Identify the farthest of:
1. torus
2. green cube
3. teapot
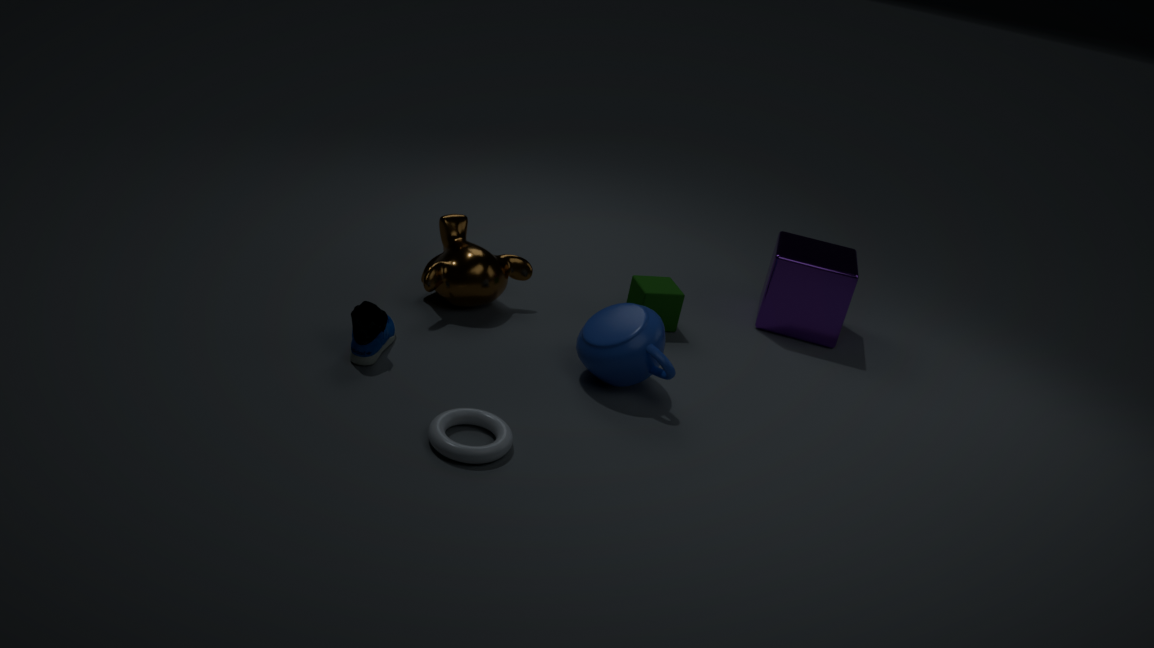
green cube
